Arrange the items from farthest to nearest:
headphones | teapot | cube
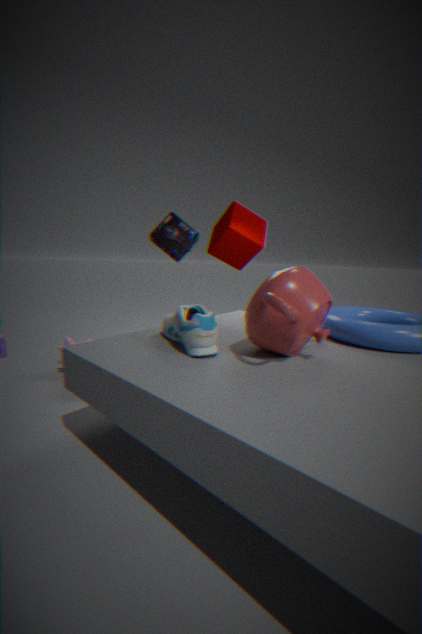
1. cube
2. headphones
3. teapot
